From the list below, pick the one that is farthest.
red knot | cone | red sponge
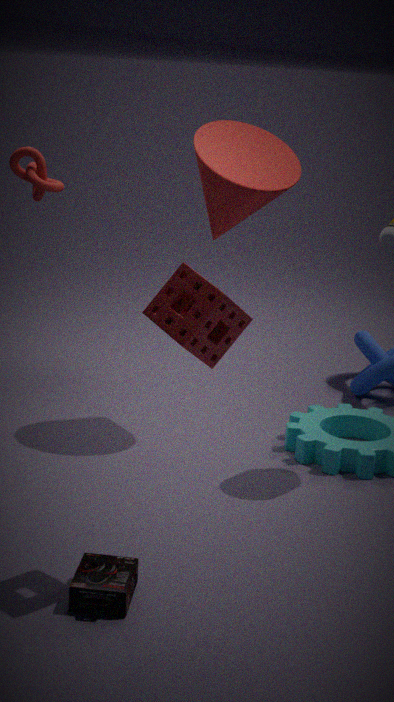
red knot
